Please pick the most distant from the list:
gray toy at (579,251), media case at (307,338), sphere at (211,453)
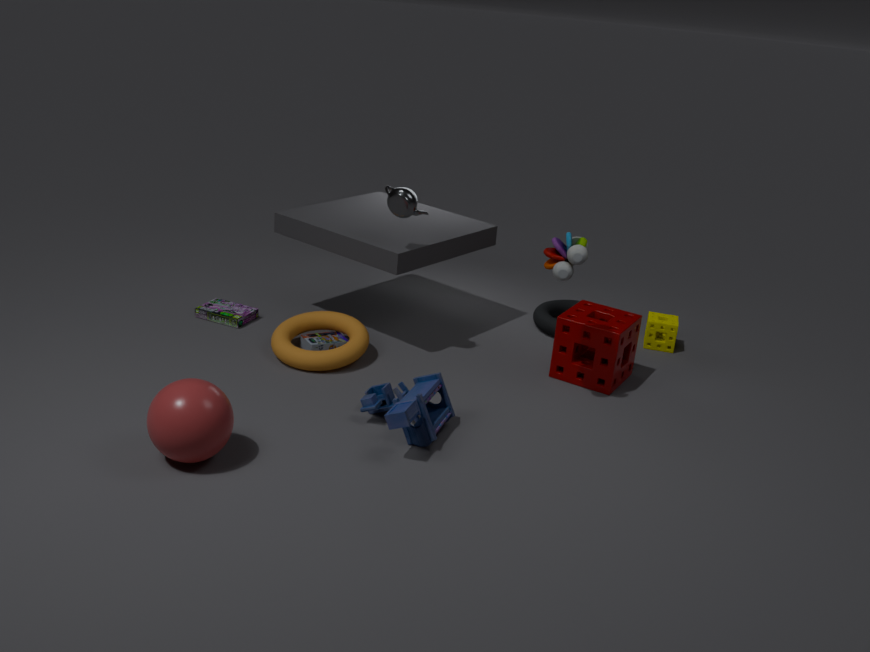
media case at (307,338)
